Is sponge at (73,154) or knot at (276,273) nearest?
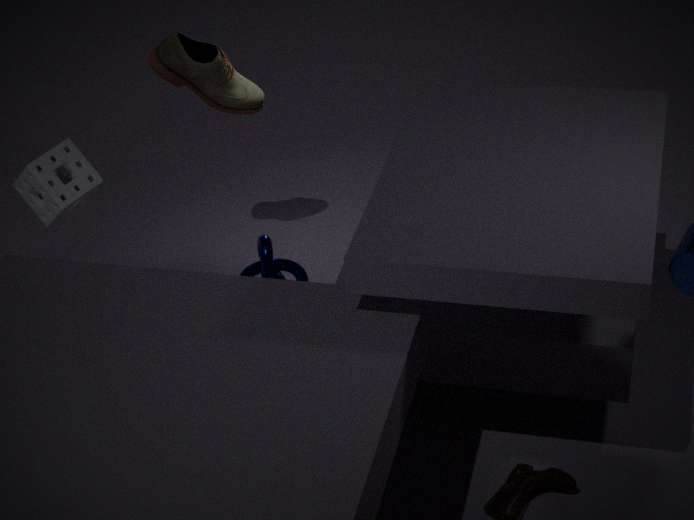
sponge at (73,154)
